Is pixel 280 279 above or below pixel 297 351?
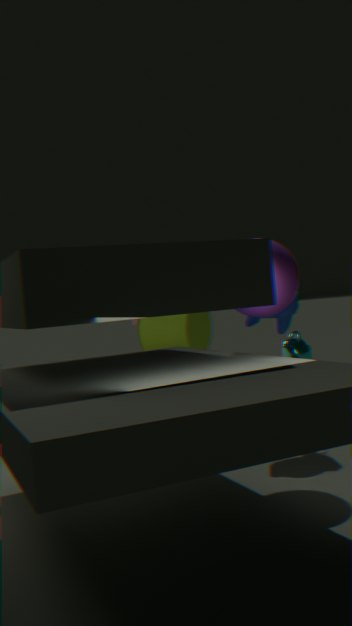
above
